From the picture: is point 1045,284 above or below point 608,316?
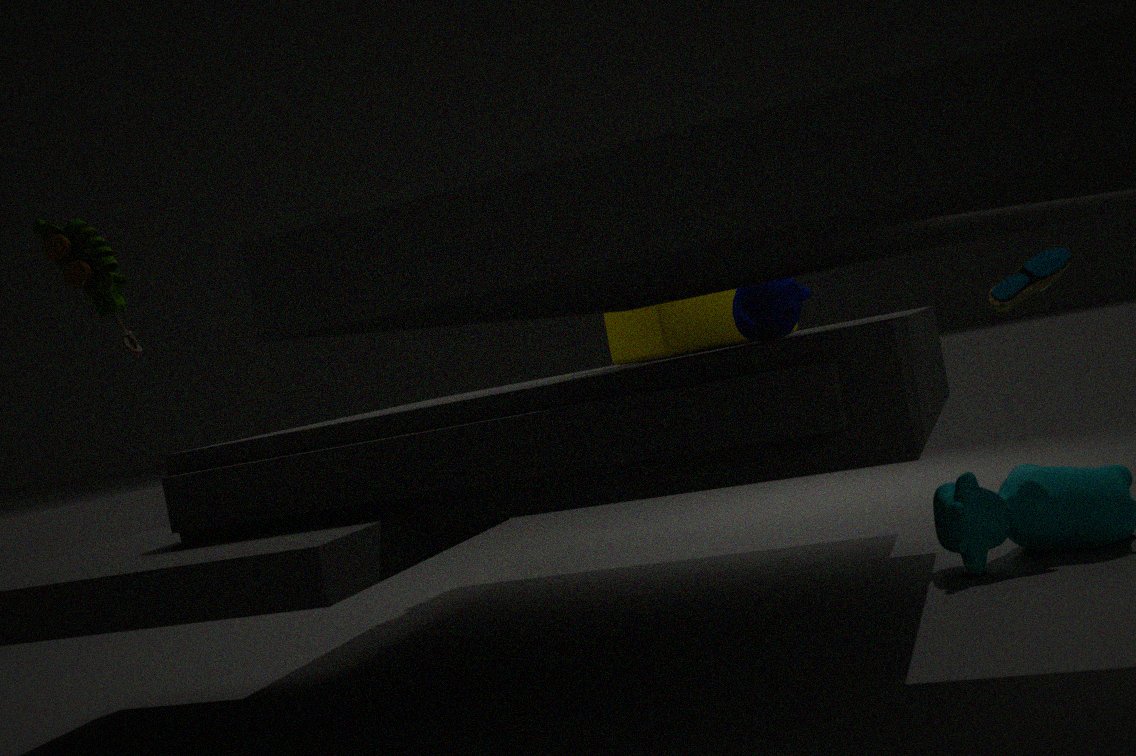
below
